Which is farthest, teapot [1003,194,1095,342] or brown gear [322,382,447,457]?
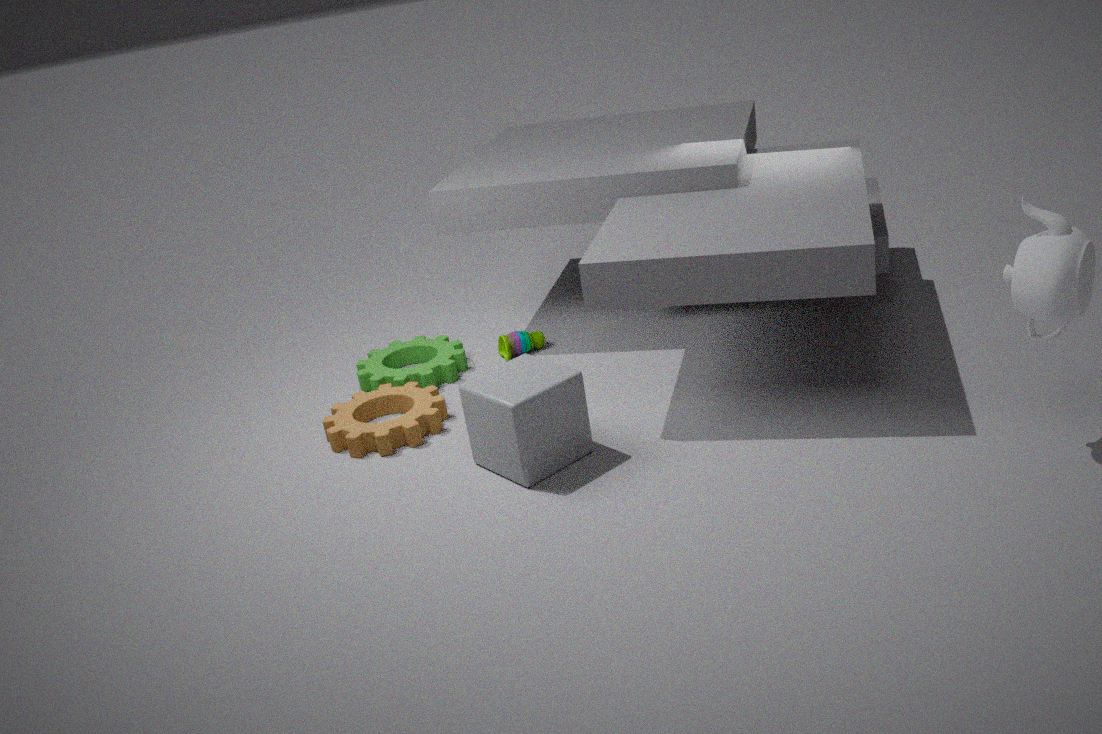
brown gear [322,382,447,457]
